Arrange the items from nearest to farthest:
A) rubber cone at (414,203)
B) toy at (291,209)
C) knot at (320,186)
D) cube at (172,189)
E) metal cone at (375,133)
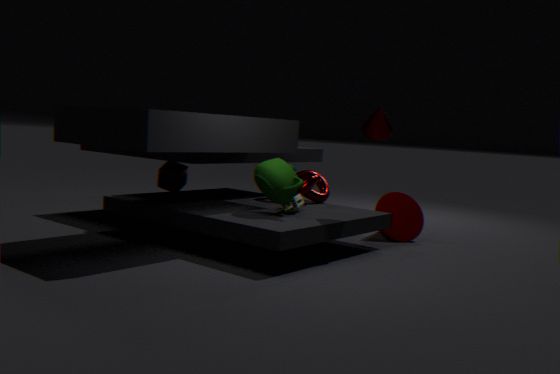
metal cone at (375,133)
toy at (291,209)
knot at (320,186)
cube at (172,189)
rubber cone at (414,203)
